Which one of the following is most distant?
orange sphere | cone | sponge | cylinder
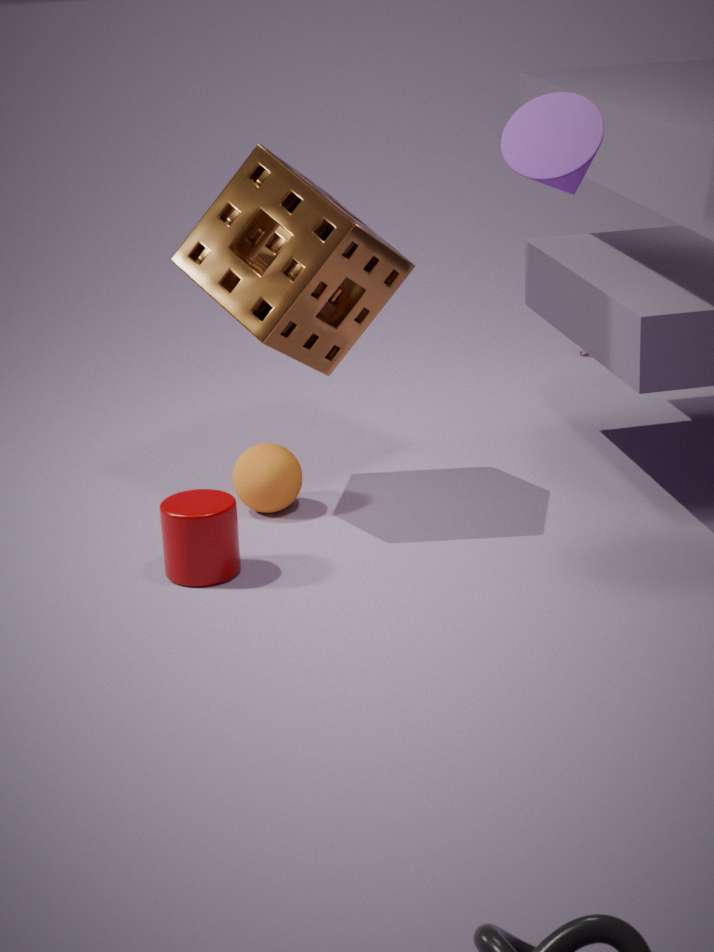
orange sphere
